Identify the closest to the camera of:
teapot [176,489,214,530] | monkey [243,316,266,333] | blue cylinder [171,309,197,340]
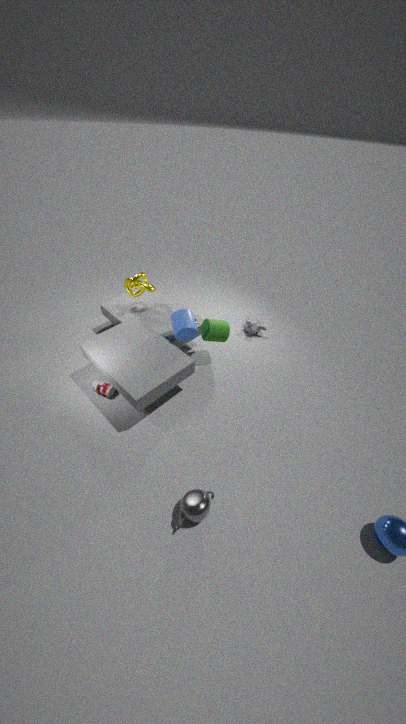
teapot [176,489,214,530]
